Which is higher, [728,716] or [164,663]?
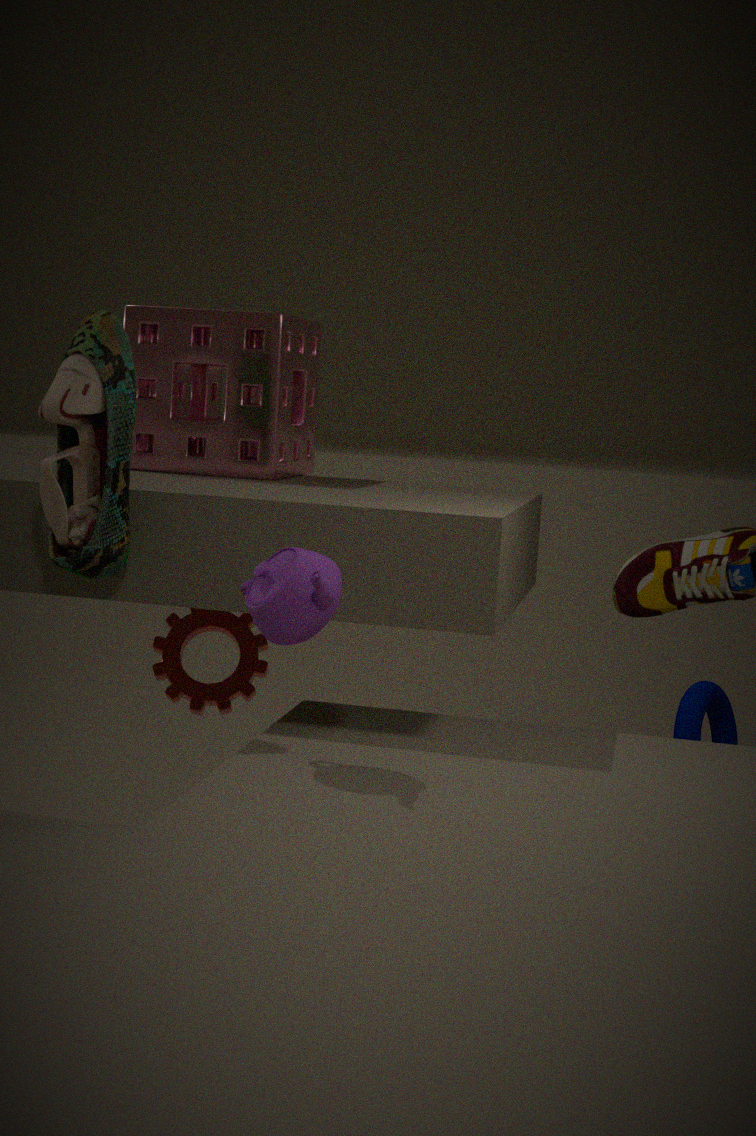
[164,663]
